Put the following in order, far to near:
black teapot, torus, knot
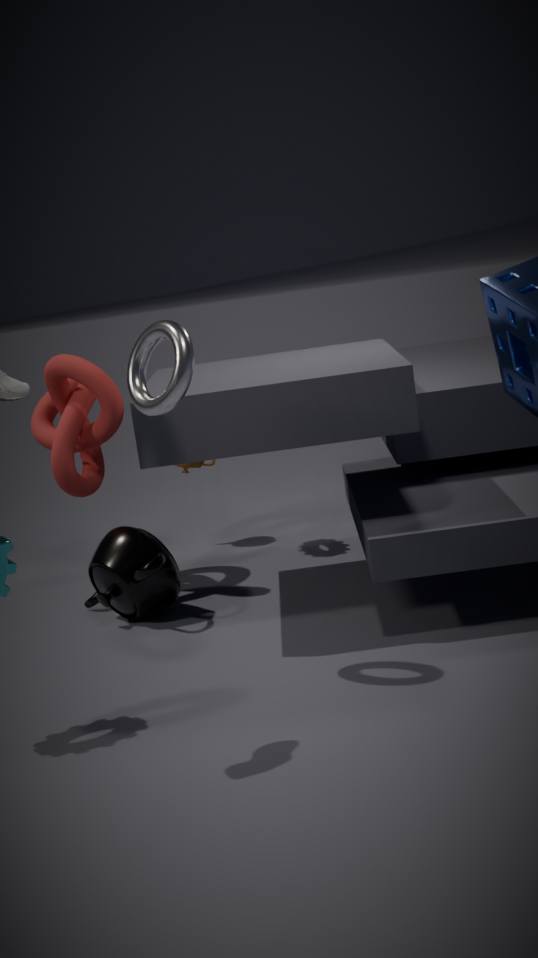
knot → black teapot → torus
